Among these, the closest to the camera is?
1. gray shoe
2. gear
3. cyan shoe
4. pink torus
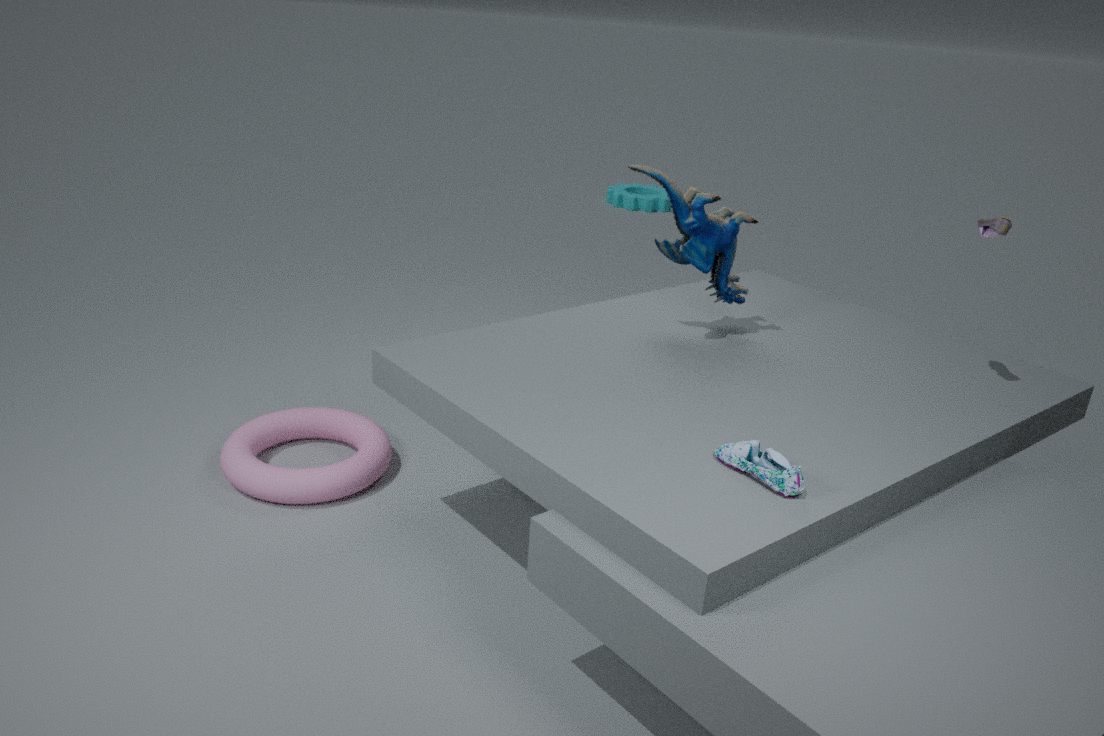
cyan shoe
